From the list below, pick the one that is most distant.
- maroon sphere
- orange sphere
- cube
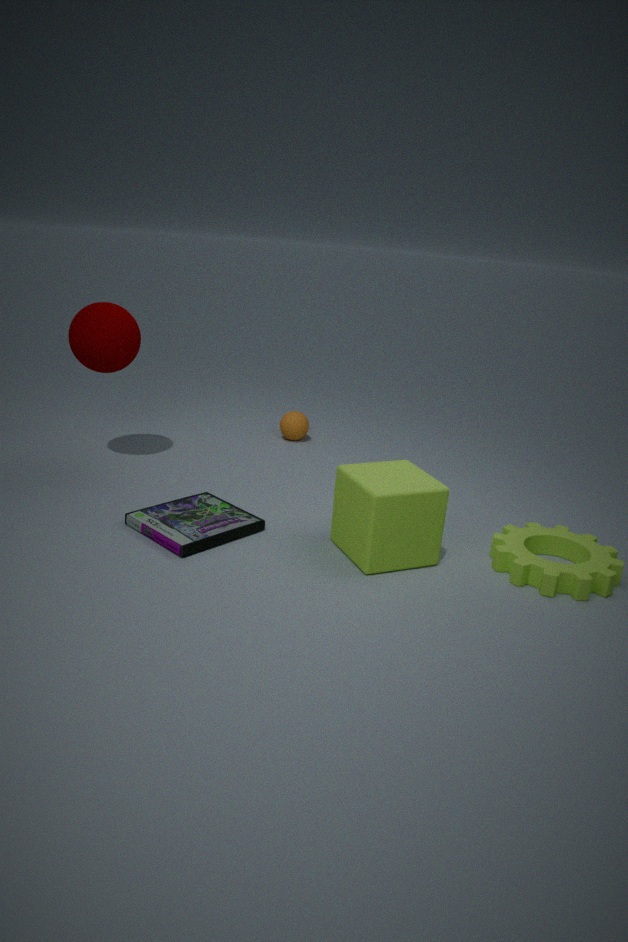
orange sphere
